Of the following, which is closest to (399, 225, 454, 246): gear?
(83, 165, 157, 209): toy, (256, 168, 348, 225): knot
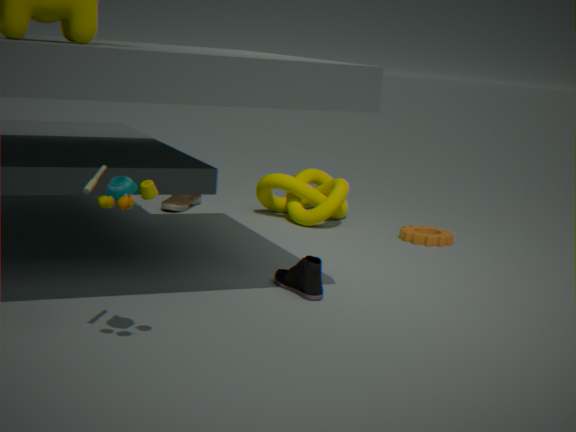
(256, 168, 348, 225): knot
